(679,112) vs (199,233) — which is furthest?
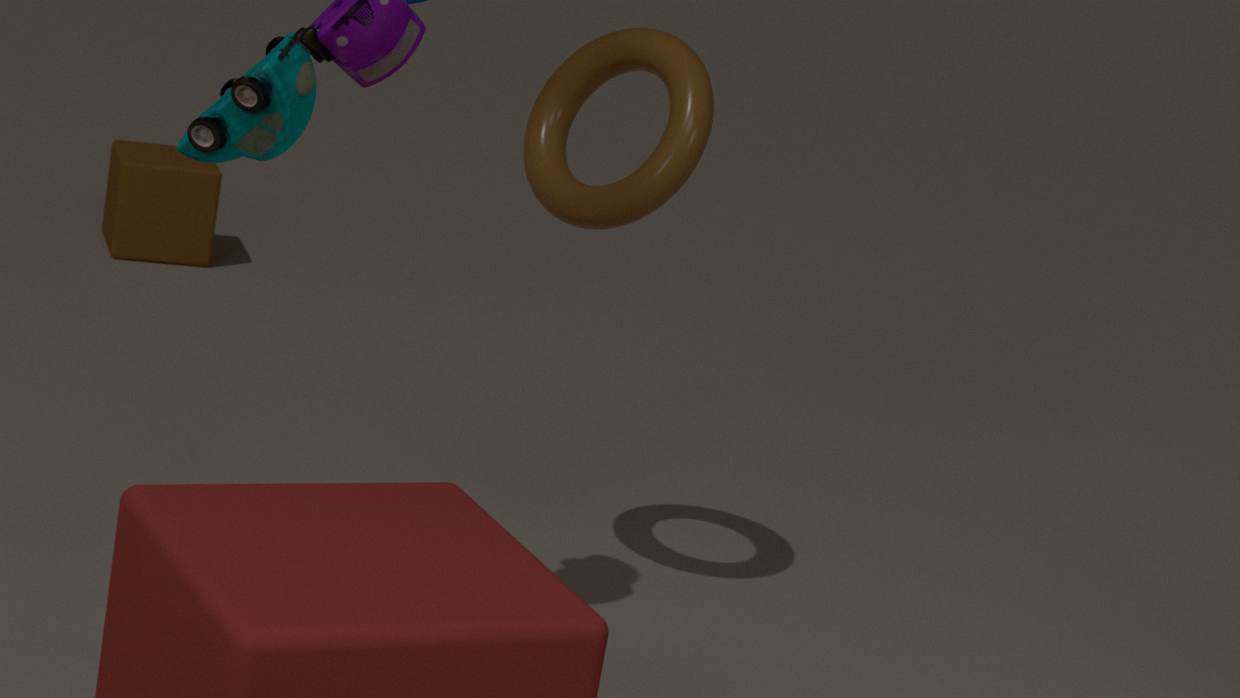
(199,233)
